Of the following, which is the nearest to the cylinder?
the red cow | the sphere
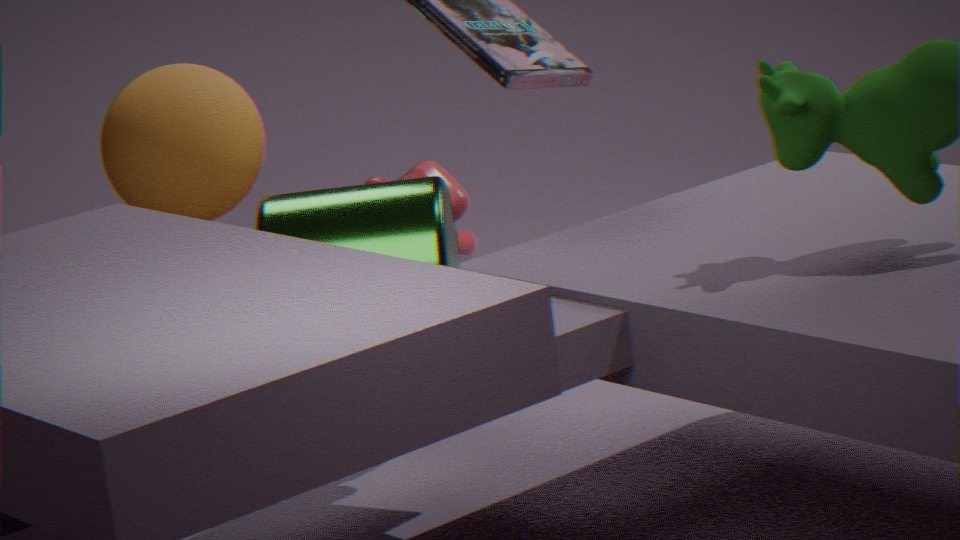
the sphere
